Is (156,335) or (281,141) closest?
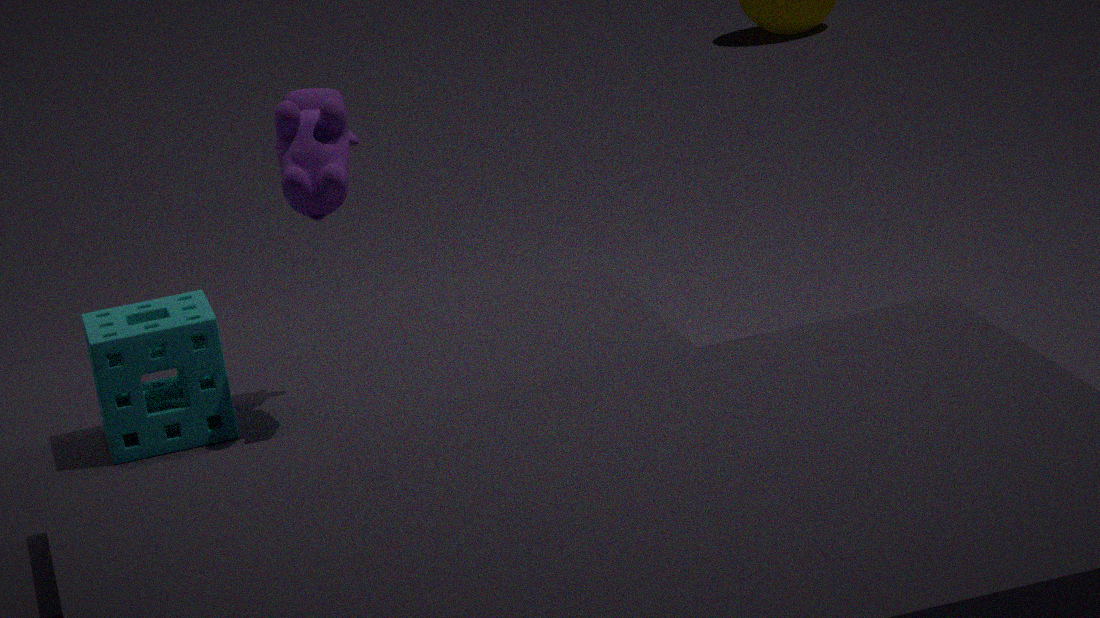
(281,141)
